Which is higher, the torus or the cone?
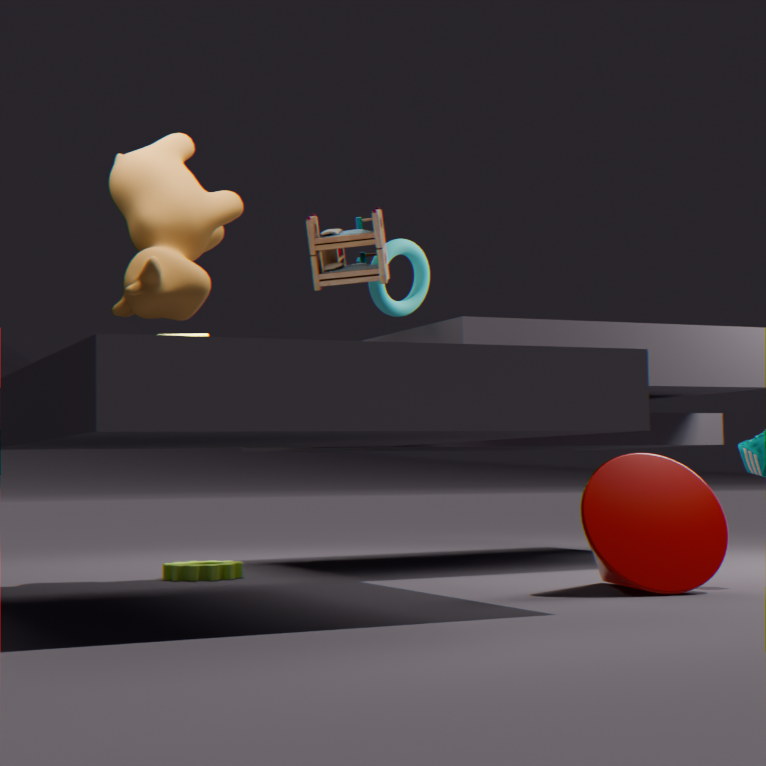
the torus
